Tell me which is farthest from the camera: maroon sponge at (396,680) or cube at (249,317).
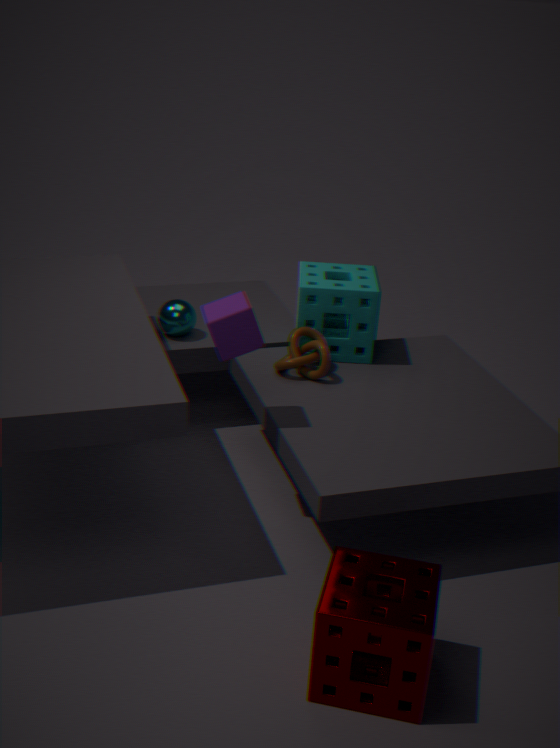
cube at (249,317)
